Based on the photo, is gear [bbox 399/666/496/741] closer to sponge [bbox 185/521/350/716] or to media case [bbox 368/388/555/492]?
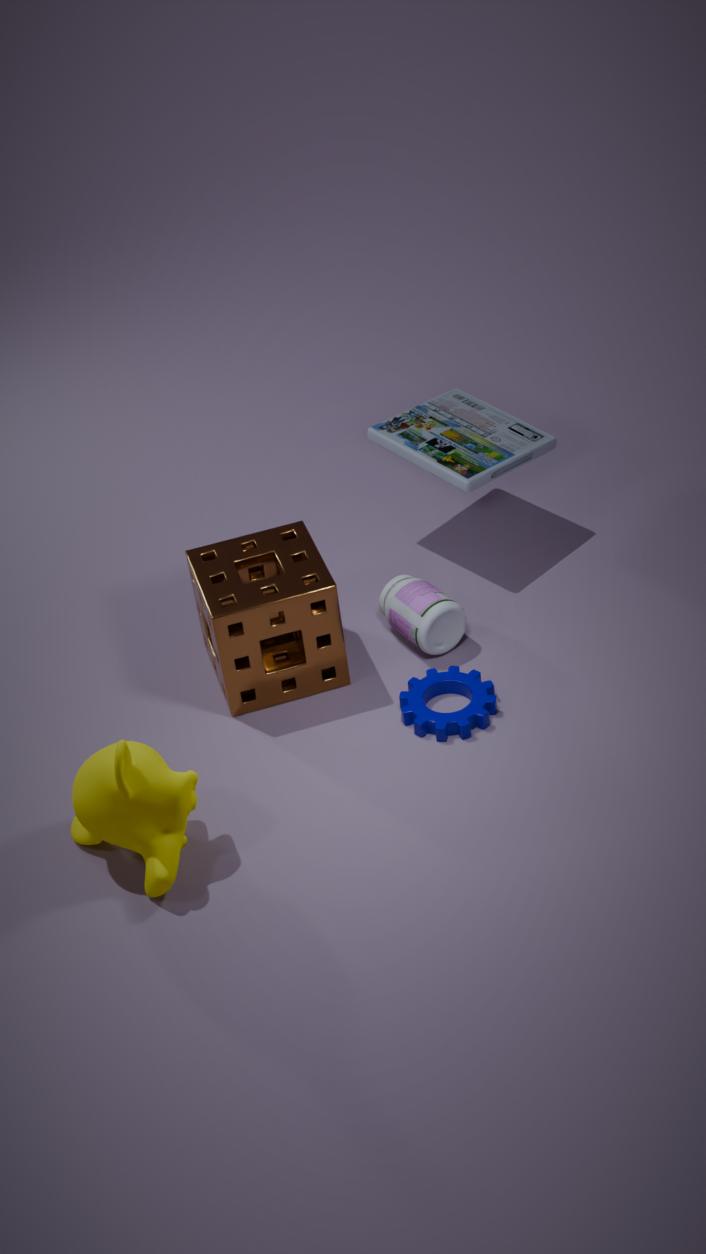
sponge [bbox 185/521/350/716]
